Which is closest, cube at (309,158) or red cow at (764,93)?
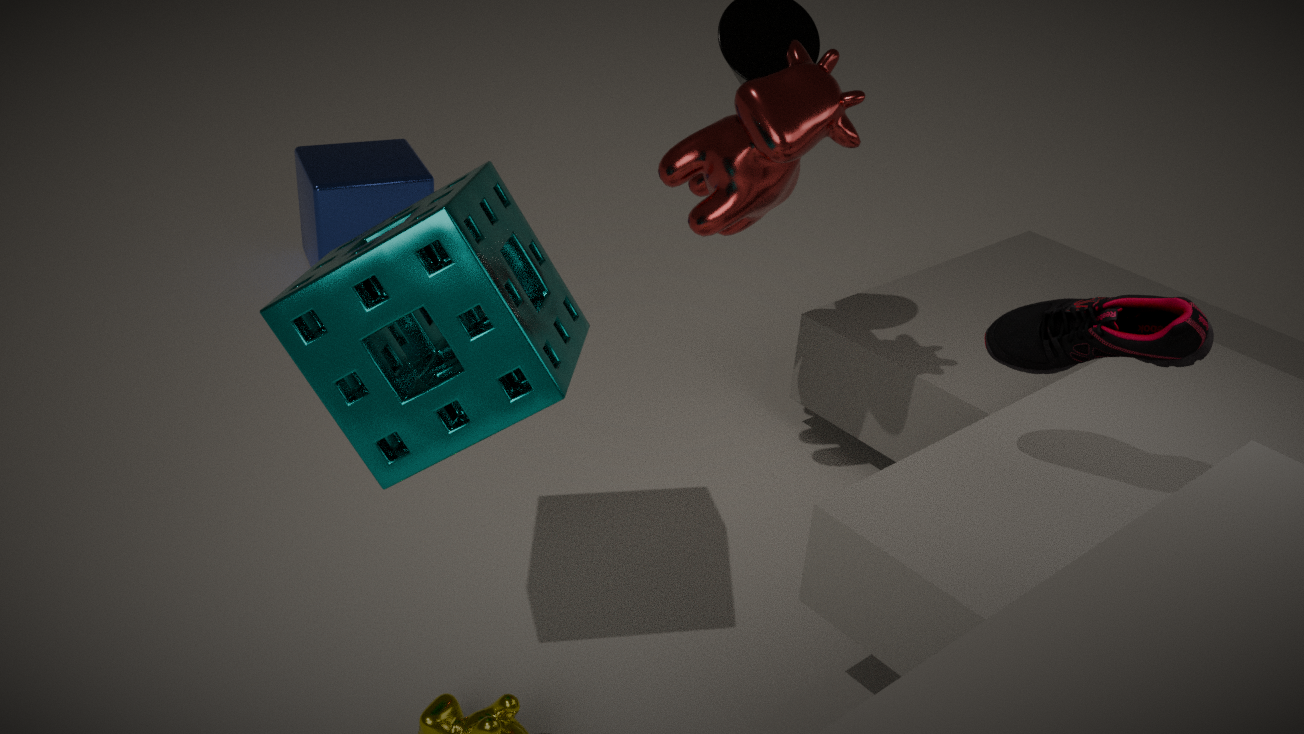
red cow at (764,93)
